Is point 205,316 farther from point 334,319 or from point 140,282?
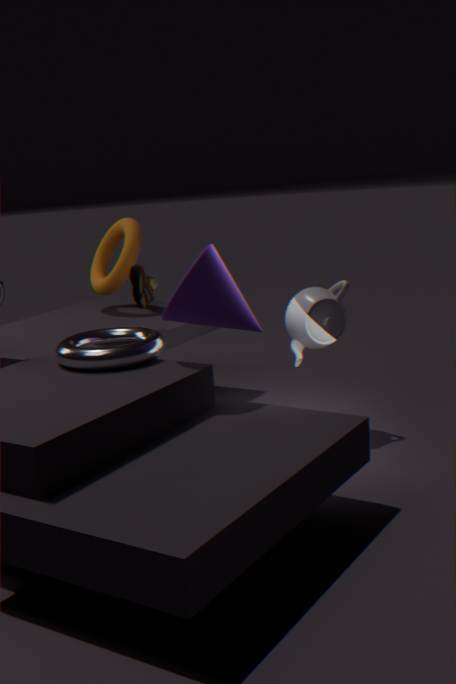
point 140,282
